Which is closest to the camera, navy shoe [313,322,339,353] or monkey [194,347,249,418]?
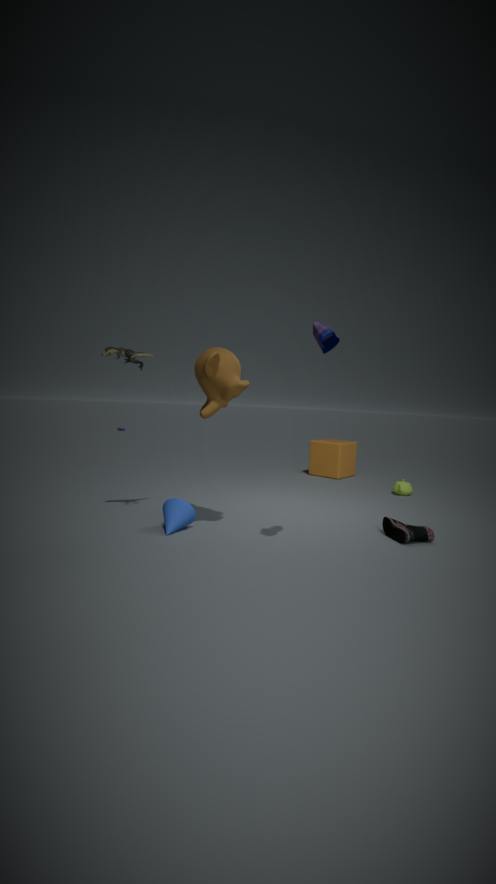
navy shoe [313,322,339,353]
